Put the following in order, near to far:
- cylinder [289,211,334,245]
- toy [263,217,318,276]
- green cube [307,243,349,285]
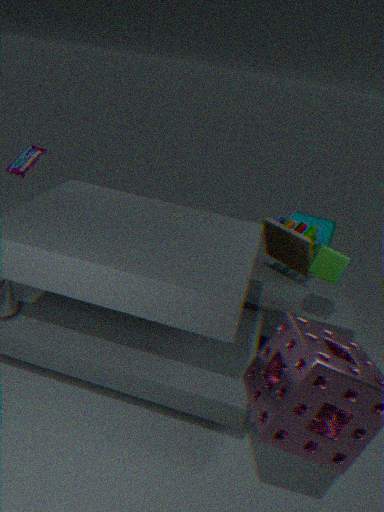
green cube [307,243,349,285] < toy [263,217,318,276] < cylinder [289,211,334,245]
